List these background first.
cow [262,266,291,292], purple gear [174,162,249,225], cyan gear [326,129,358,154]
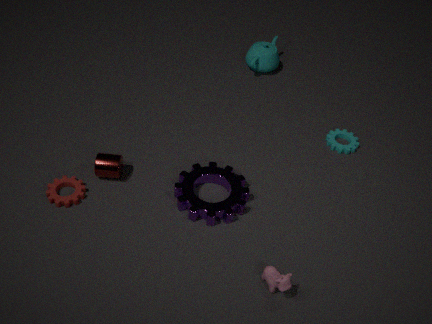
1. cyan gear [326,129,358,154]
2. purple gear [174,162,249,225]
3. cow [262,266,291,292]
